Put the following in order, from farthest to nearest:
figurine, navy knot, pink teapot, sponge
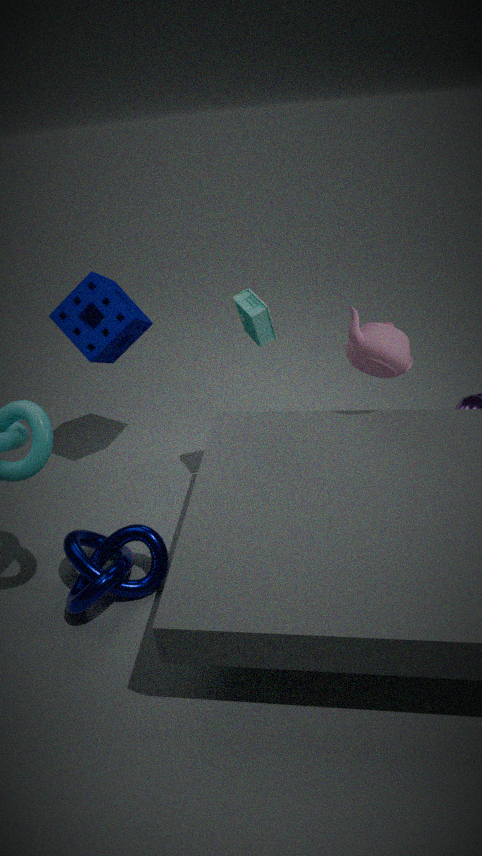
sponge, figurine, pink teapot, navy knot
